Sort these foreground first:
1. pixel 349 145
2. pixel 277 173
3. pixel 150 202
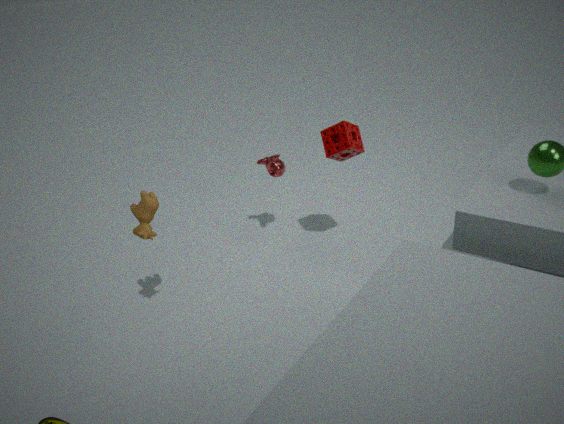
pixel 150 202
pixel 349 145
pixel 277 173
